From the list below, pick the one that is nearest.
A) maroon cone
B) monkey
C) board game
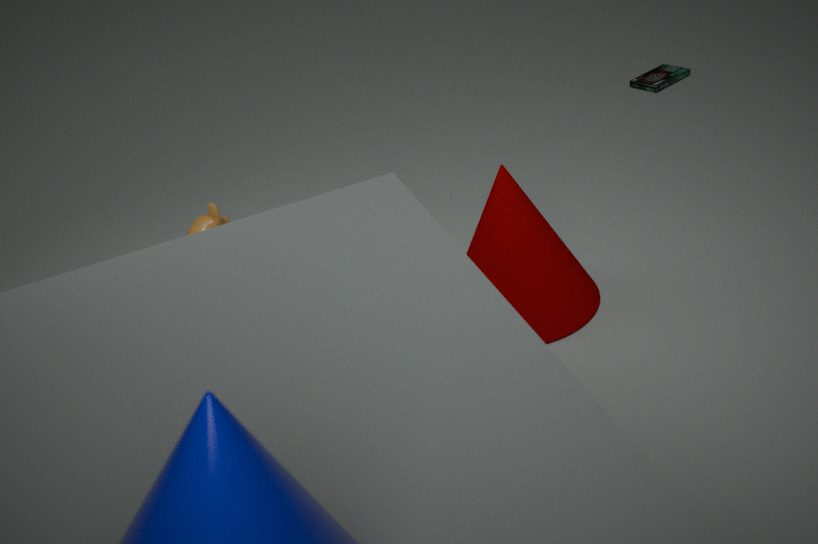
maroon cone
